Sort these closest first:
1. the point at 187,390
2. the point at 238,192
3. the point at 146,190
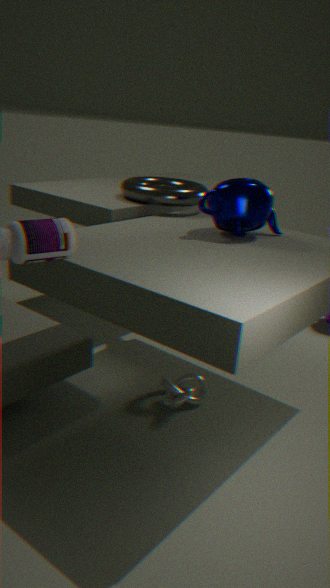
the point at 238,192
the point at 187,390
the point at 146,190
